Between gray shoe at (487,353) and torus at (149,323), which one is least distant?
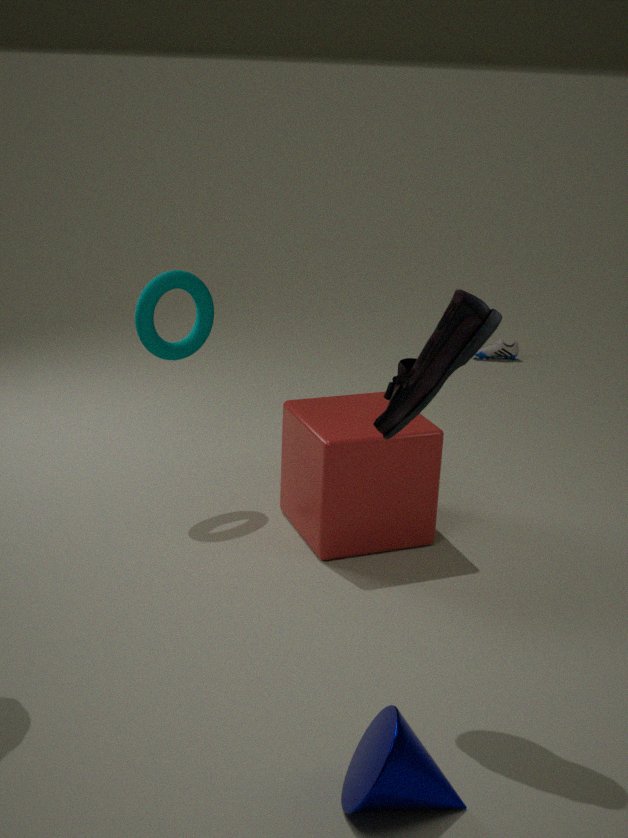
torus at (149,323)
